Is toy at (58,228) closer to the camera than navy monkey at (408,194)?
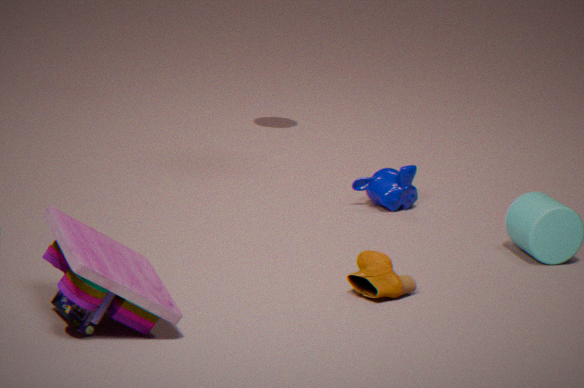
Yes
